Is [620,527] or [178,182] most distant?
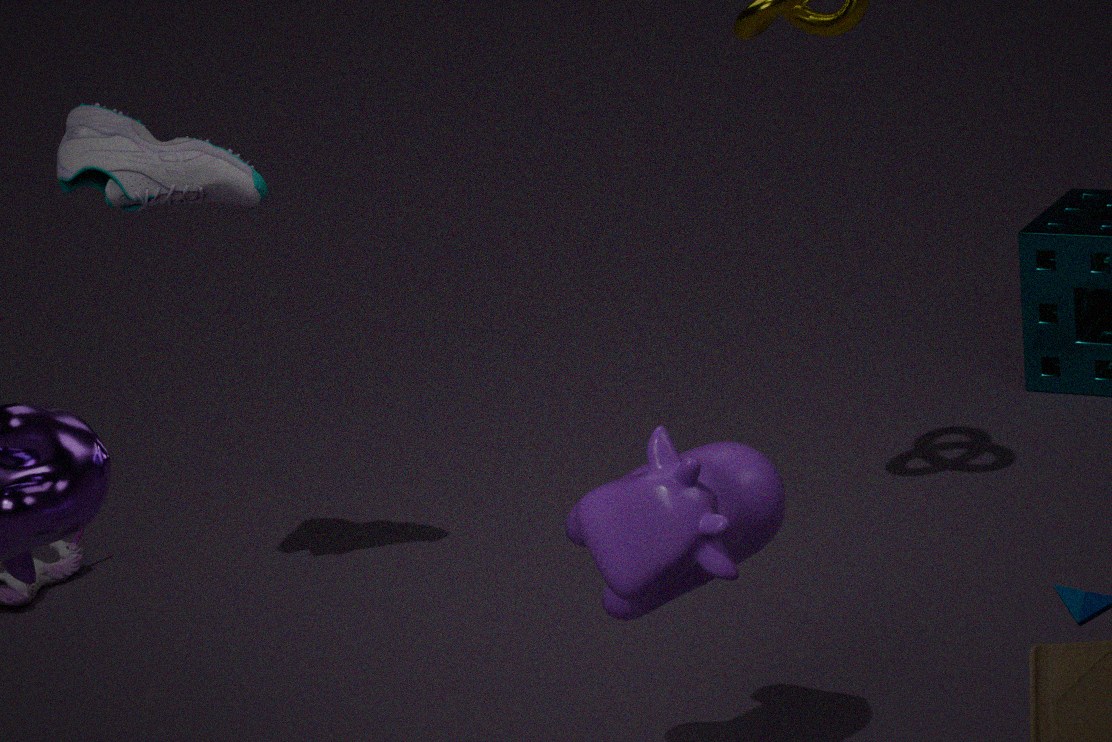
[178,182]
